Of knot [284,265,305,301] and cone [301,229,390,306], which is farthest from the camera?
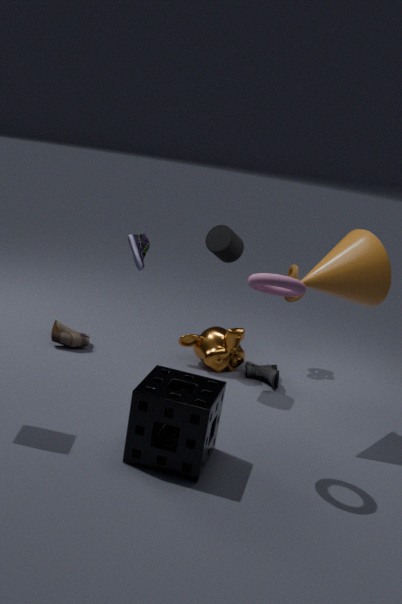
knot [284,265,305,301]
